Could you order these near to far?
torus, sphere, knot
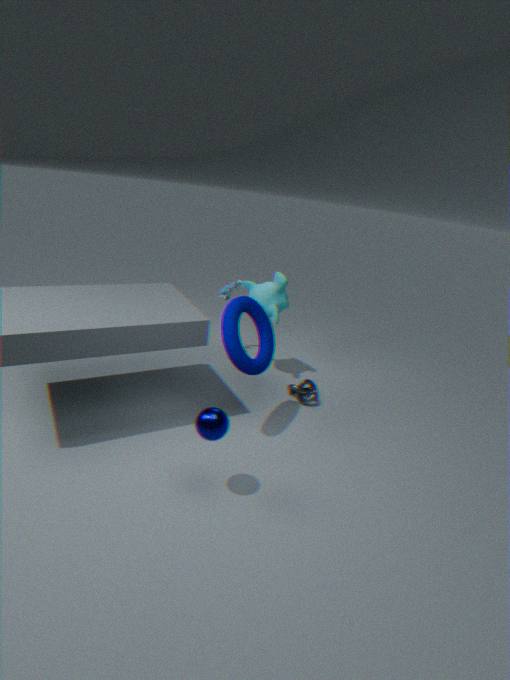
sphere, torus, knot
